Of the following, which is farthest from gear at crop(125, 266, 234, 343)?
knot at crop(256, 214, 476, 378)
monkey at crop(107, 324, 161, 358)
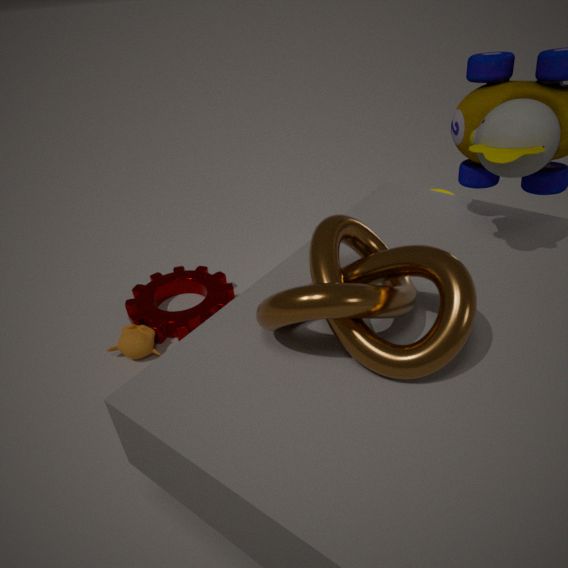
knot at crop(256, 214, 476, 378)
